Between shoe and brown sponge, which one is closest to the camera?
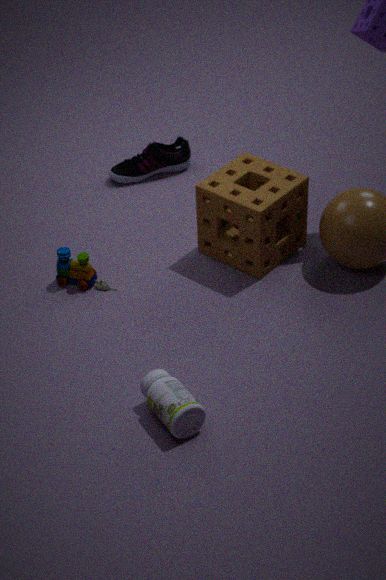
brown sponge
